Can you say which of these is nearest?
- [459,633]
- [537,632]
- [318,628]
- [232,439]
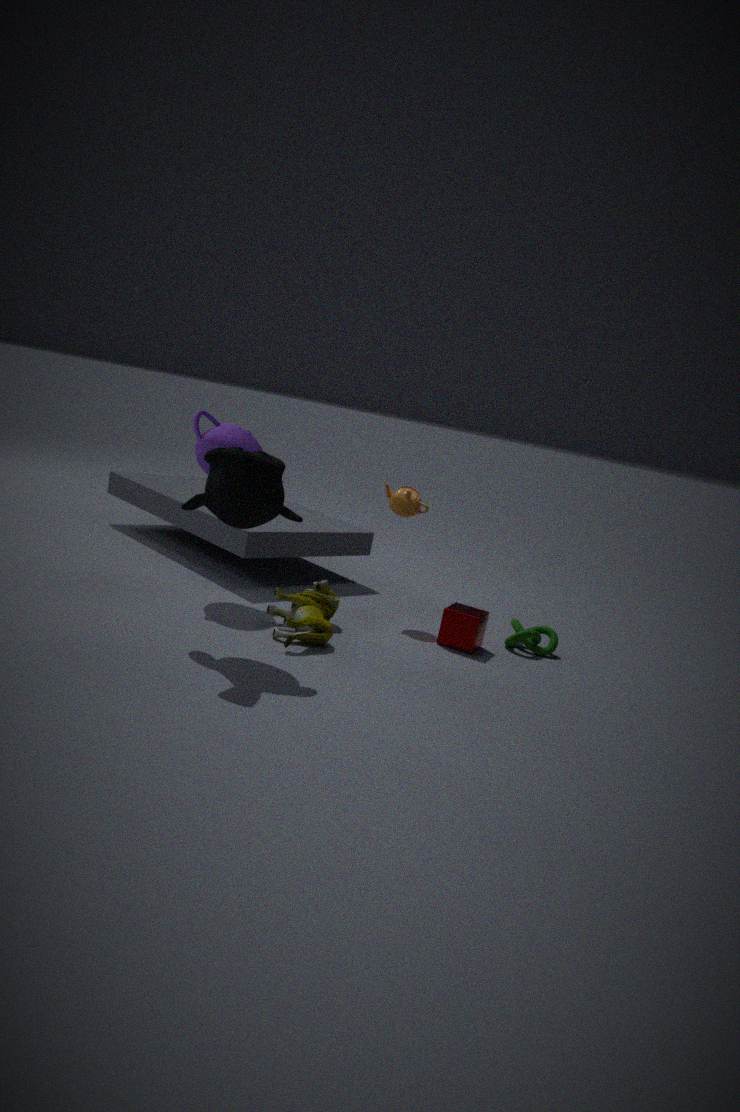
[318,628]
